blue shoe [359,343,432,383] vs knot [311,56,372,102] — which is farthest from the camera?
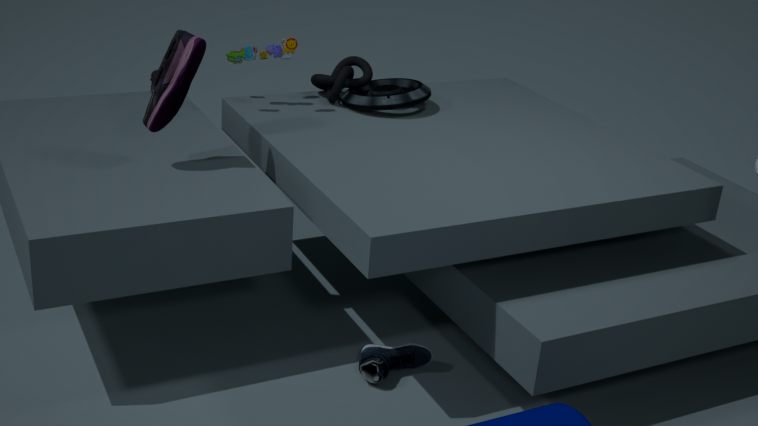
knot [311,56,372,102]
